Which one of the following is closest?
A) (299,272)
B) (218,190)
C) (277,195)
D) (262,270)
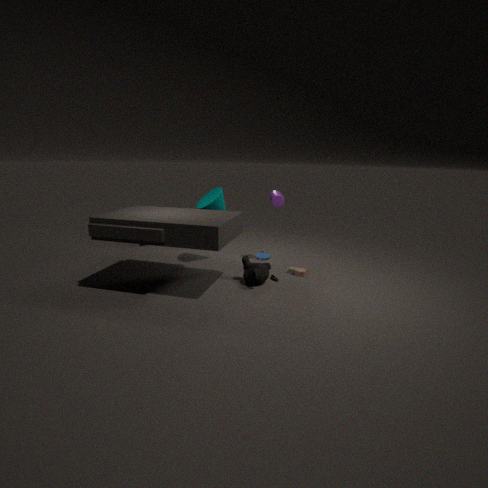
(262,270)
